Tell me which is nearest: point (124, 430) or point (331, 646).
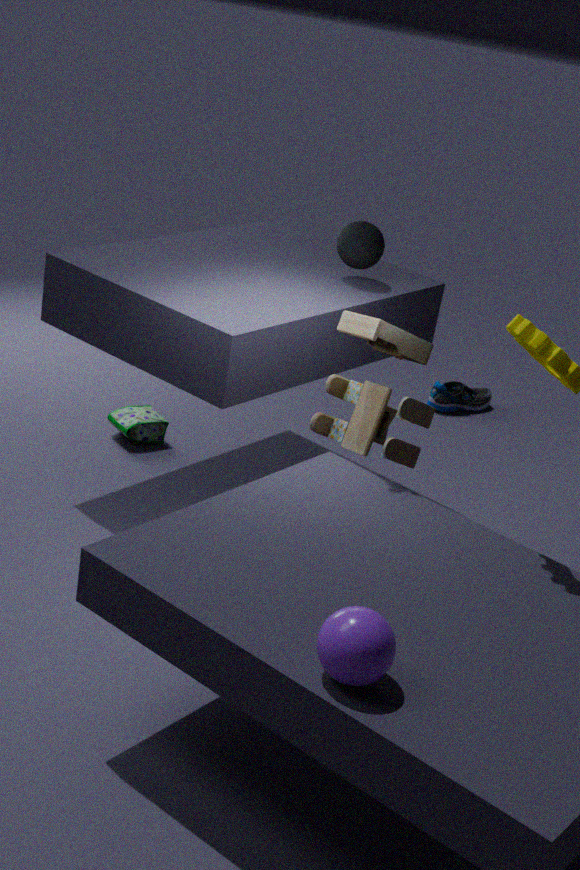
point (331, 646)
